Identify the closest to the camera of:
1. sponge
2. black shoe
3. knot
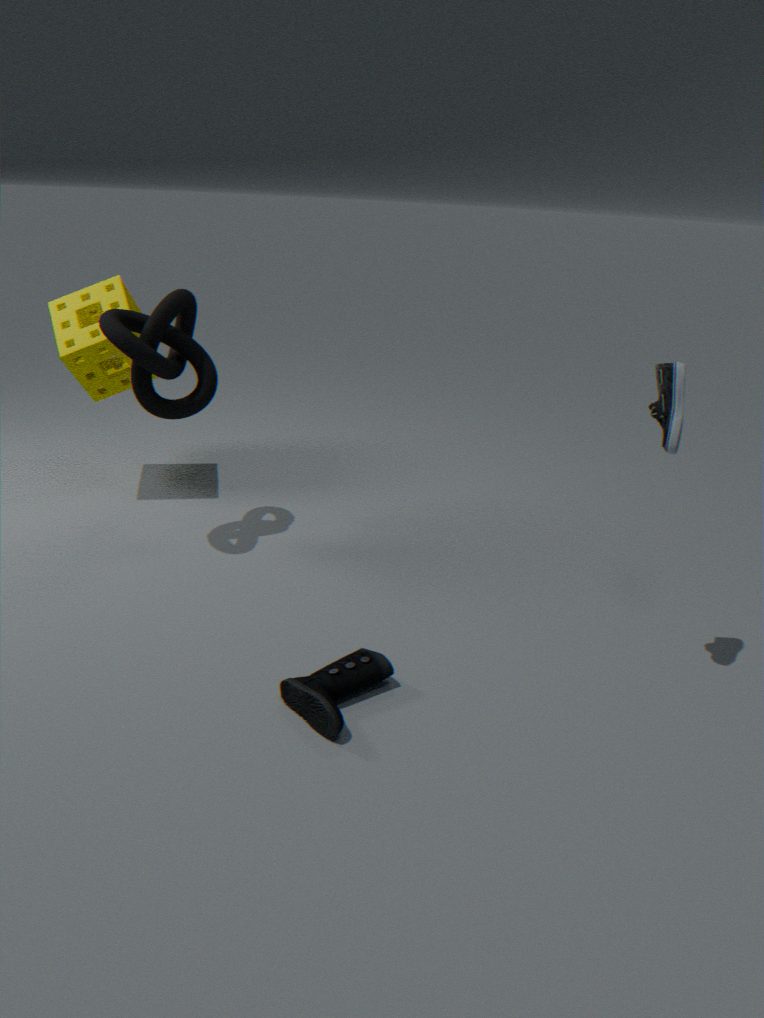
black shoe
